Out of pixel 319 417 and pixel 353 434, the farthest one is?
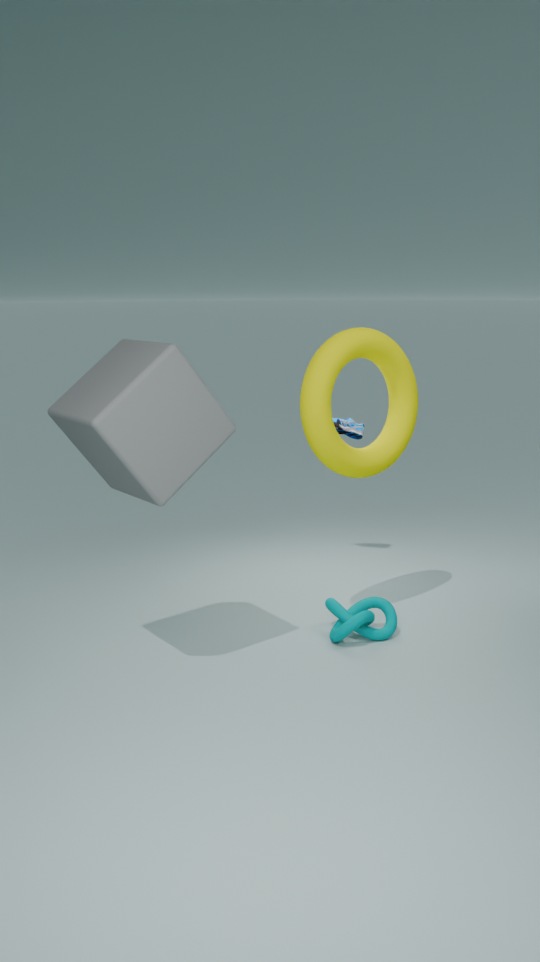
pixel 353 434
